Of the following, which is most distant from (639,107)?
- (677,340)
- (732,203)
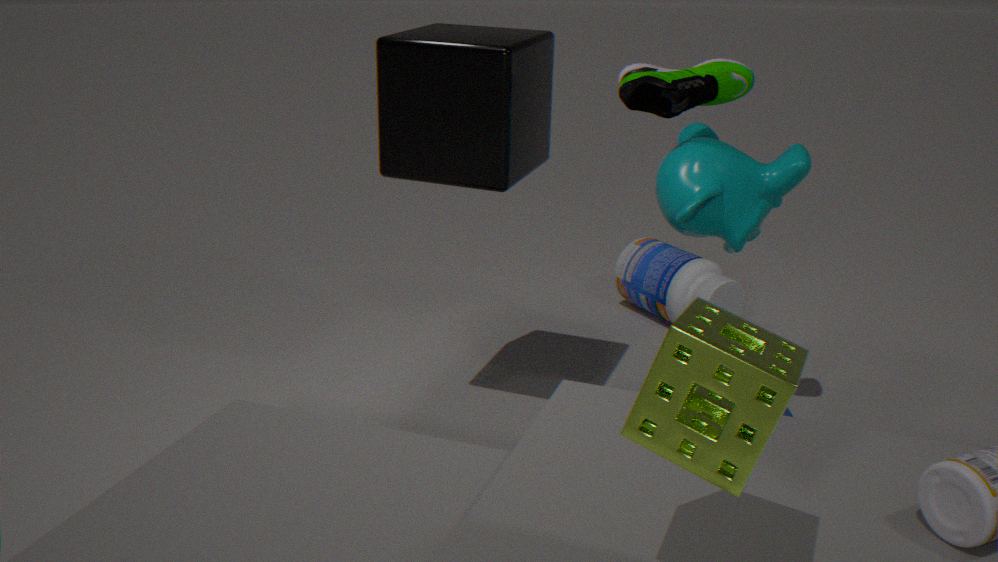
(677,340)
